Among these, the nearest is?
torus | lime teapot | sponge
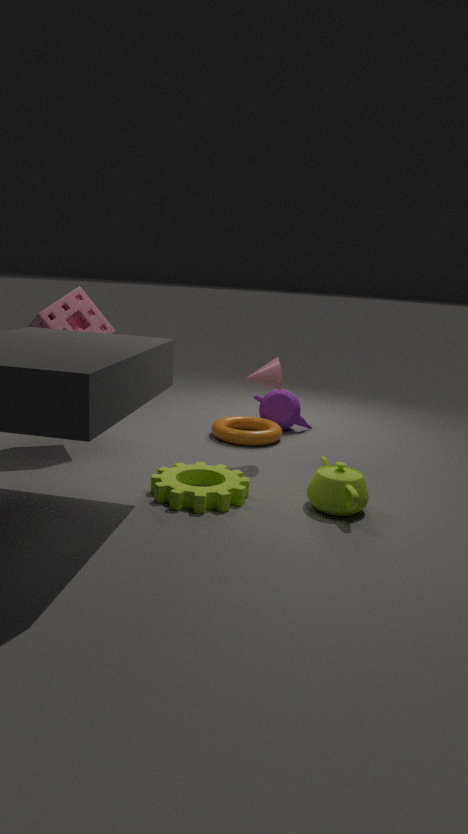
lime teapot
